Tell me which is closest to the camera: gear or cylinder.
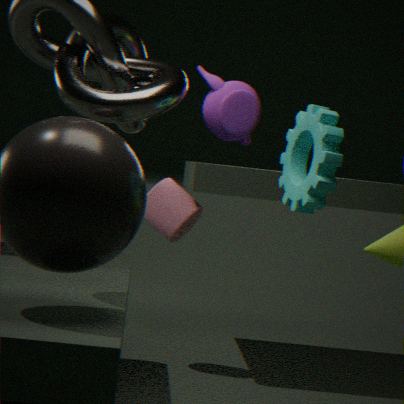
gear
